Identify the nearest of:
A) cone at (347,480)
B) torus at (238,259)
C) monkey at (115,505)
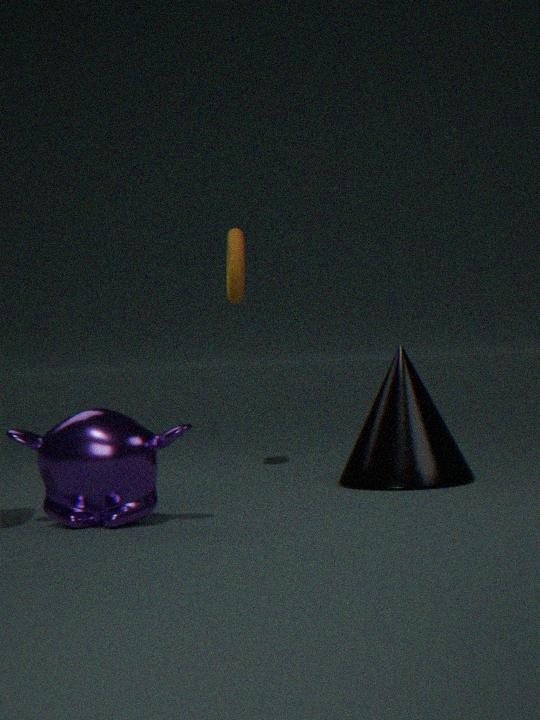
monkey at (115,505)
